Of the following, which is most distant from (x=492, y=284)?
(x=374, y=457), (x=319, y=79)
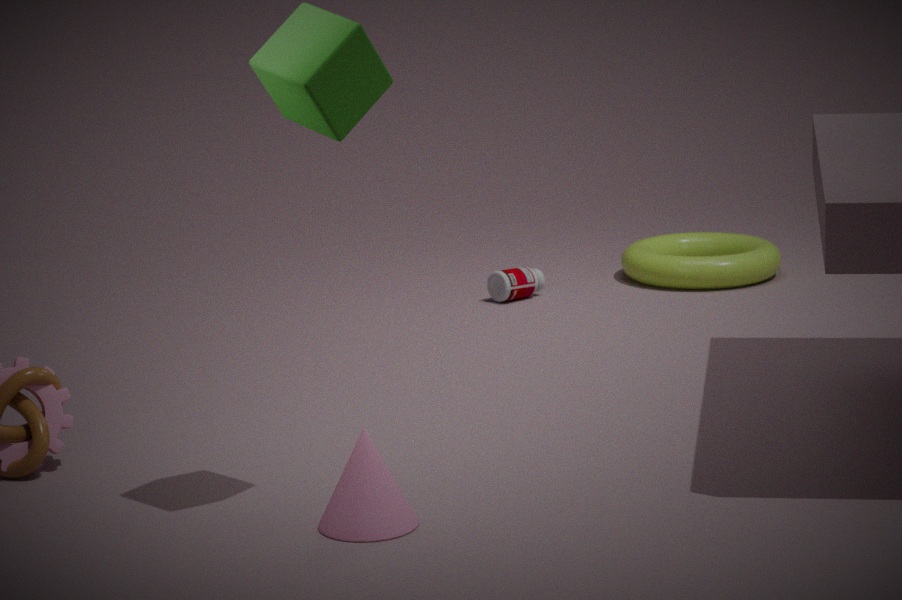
(x=319, y=79)
